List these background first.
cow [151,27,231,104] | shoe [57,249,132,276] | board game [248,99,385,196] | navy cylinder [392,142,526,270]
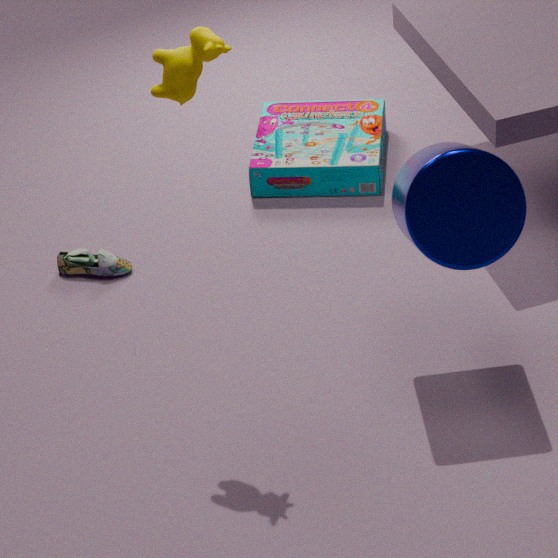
1. board game [248,99,385,196]
2. shoe [57,249,132,276]
3. navy cylinder [392,142,526,270]
4. cow [151,27,231,104]
